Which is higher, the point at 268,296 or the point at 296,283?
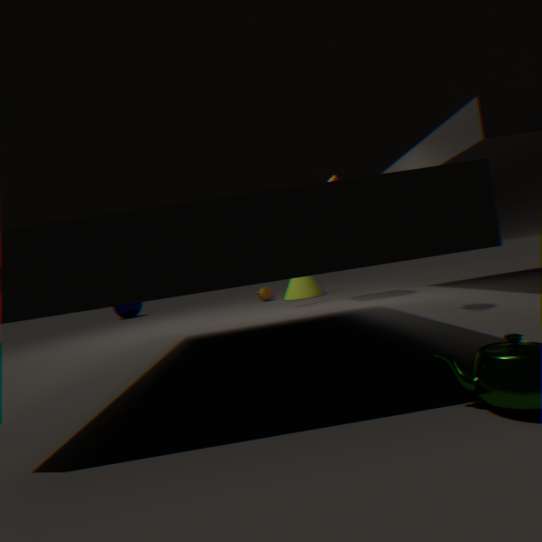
the point at 296,283
